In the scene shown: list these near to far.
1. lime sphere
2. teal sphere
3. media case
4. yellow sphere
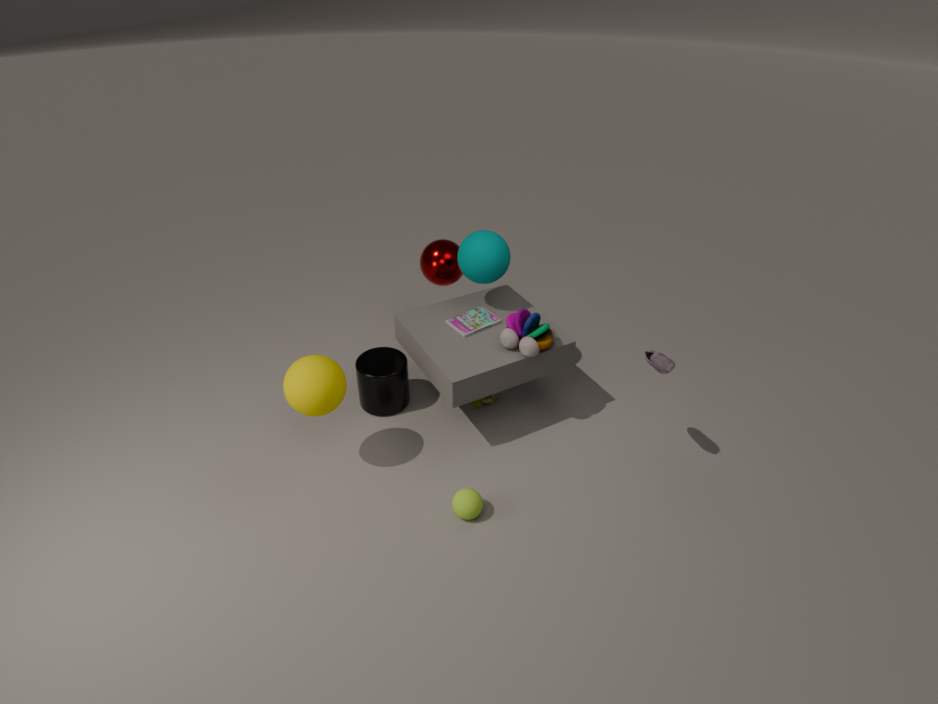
yellow sphere < lime sphere < teal sphere < media case
